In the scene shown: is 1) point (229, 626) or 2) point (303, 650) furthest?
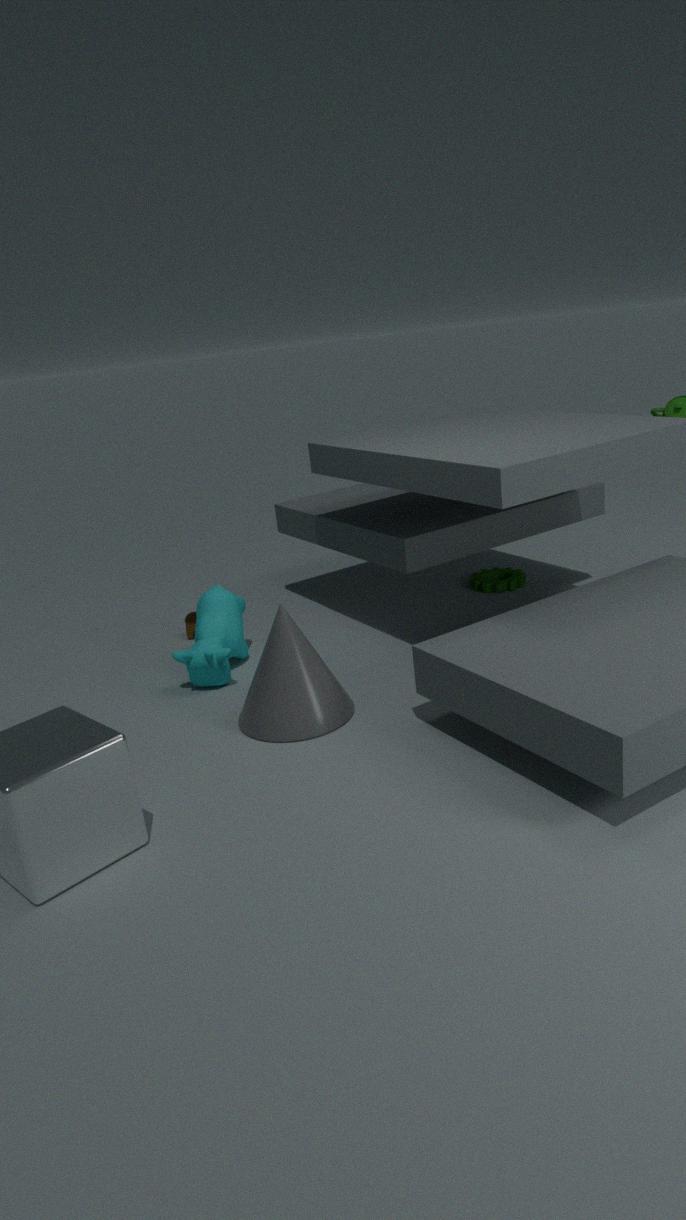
1. point (229, 626)
